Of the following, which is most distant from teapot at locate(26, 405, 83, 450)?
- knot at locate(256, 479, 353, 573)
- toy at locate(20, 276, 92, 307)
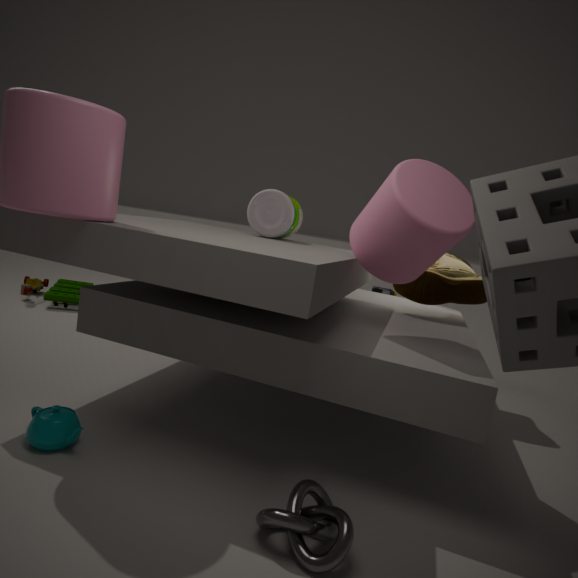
toy at locate(20, 276, 92, 307)
